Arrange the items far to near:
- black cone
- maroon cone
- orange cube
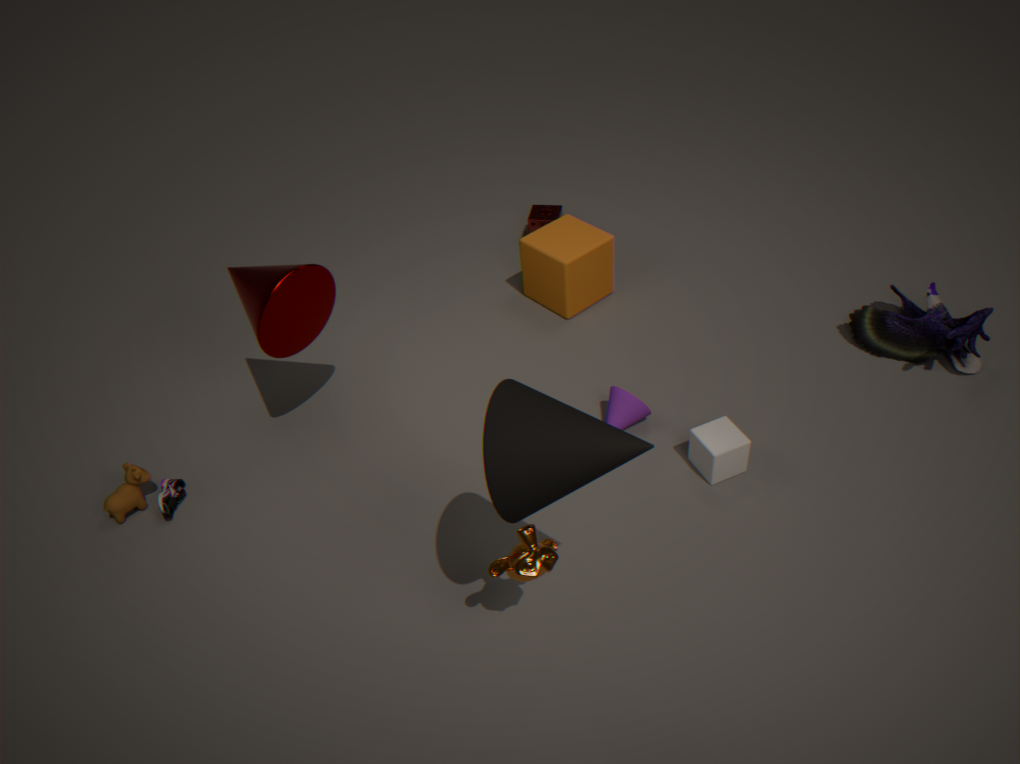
orange cube < maroon cone < black cone
